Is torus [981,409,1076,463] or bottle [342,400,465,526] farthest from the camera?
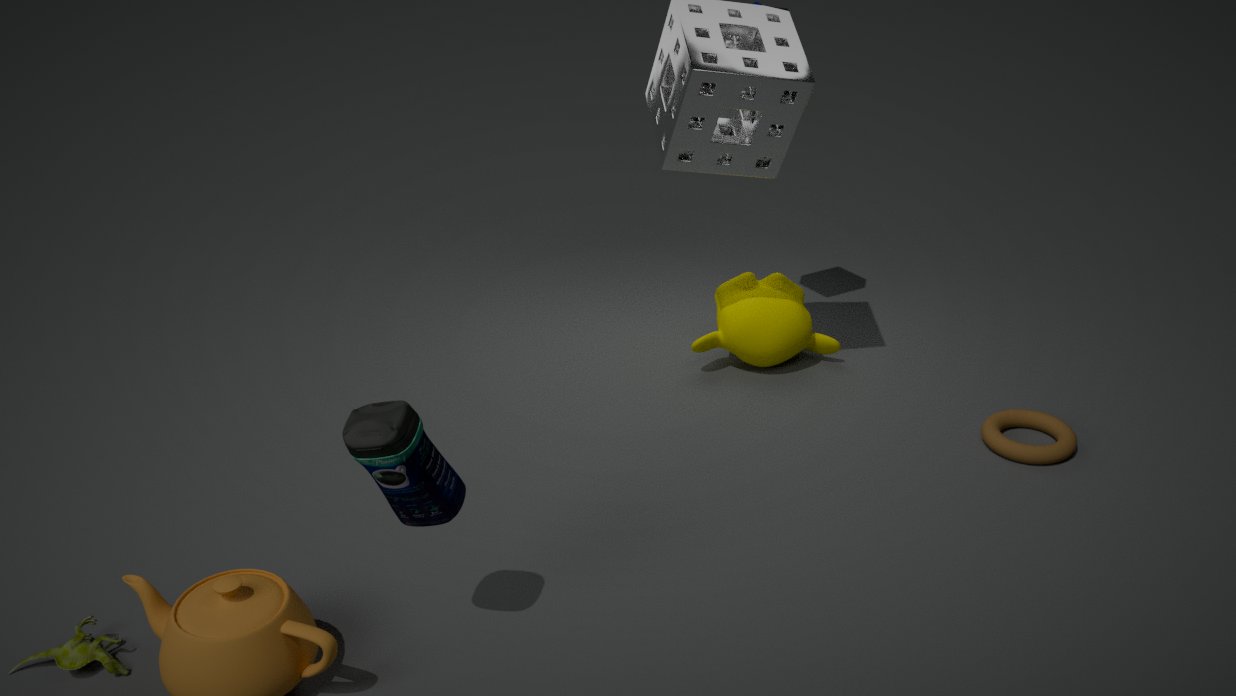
torus [981,409,1076,463]
